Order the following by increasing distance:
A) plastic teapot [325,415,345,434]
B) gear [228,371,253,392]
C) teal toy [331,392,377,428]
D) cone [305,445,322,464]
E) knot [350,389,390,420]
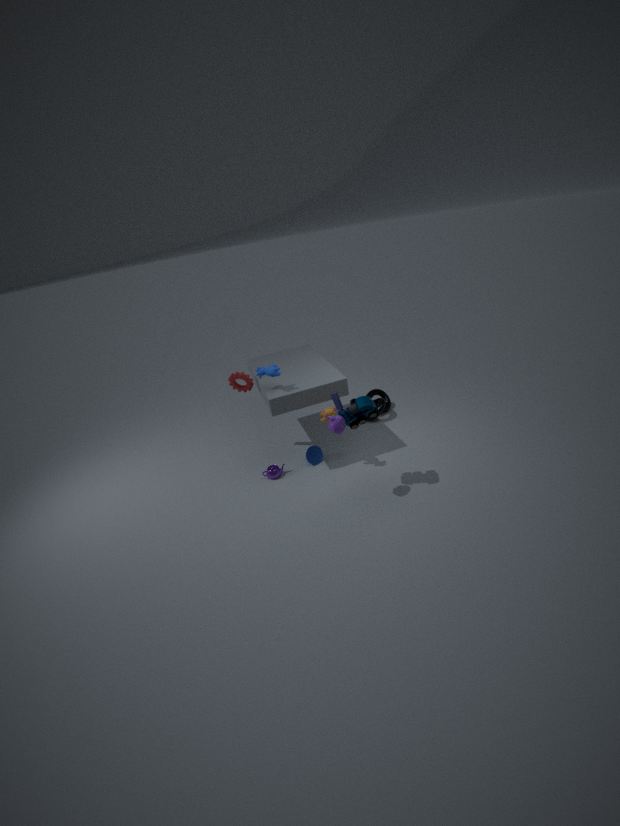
plastic teapot [325,415,345,434]
teal toy [331,392,377,428]
gear [228,371,253,392]
cone [305,445,322,464]
knot [350,389,390,420]
